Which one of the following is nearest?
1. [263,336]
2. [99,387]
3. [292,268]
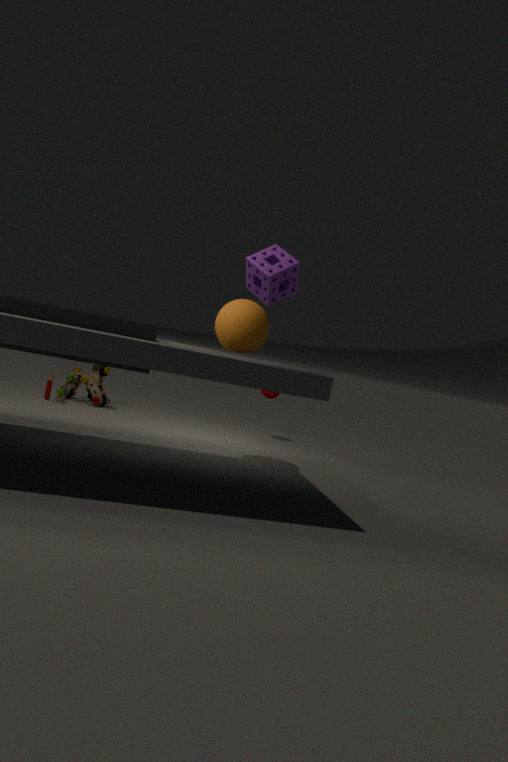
[292,268]
